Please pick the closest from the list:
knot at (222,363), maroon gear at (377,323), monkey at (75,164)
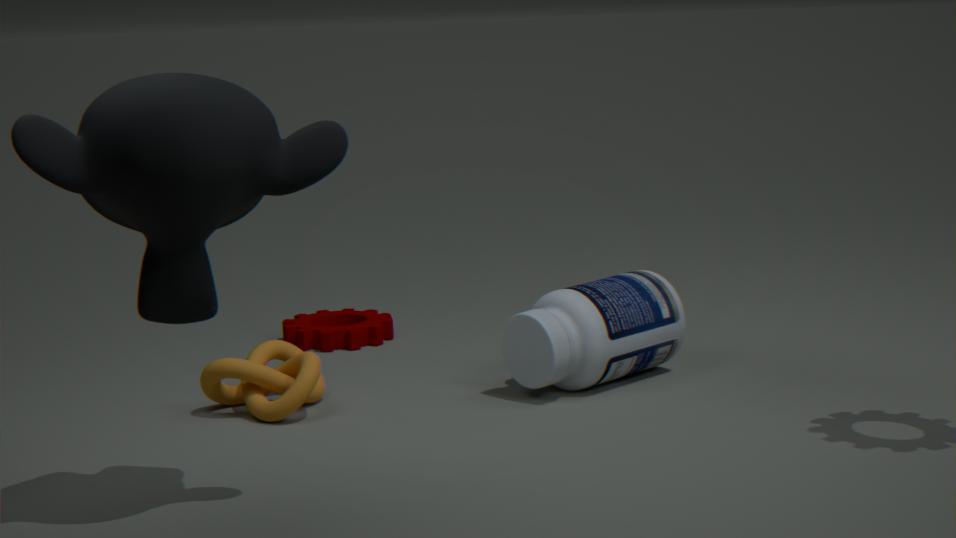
monkey at (75,164)
